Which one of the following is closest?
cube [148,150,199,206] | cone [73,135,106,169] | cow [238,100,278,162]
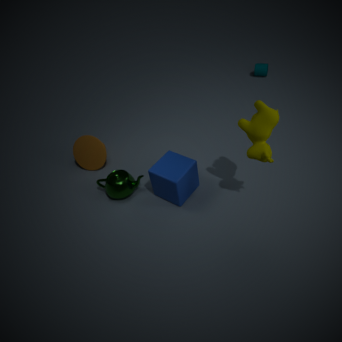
cow [238,100,278,162]
